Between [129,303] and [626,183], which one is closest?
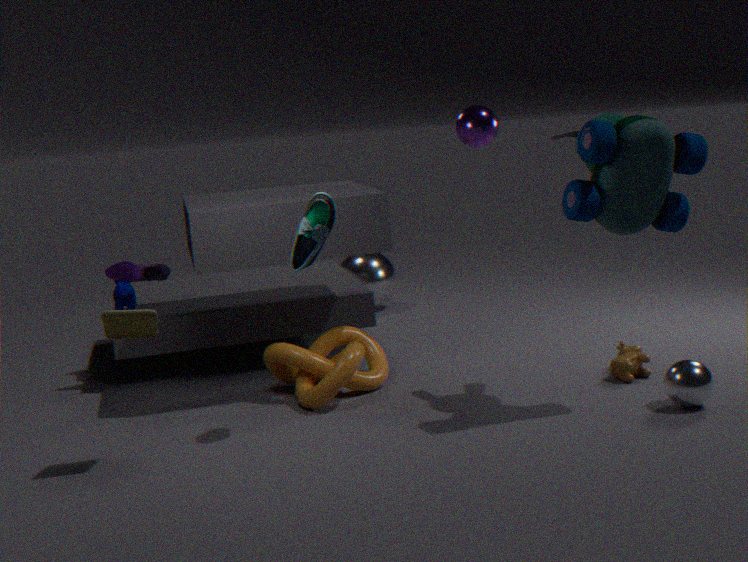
[626,183]
